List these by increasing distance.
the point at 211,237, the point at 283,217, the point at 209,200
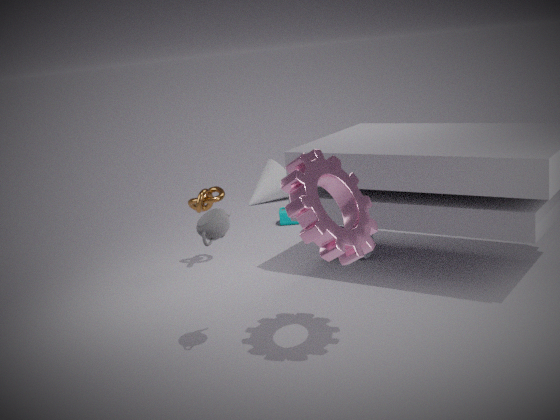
the point at 211,237 → the point at 209,200 → the point at 283,217
